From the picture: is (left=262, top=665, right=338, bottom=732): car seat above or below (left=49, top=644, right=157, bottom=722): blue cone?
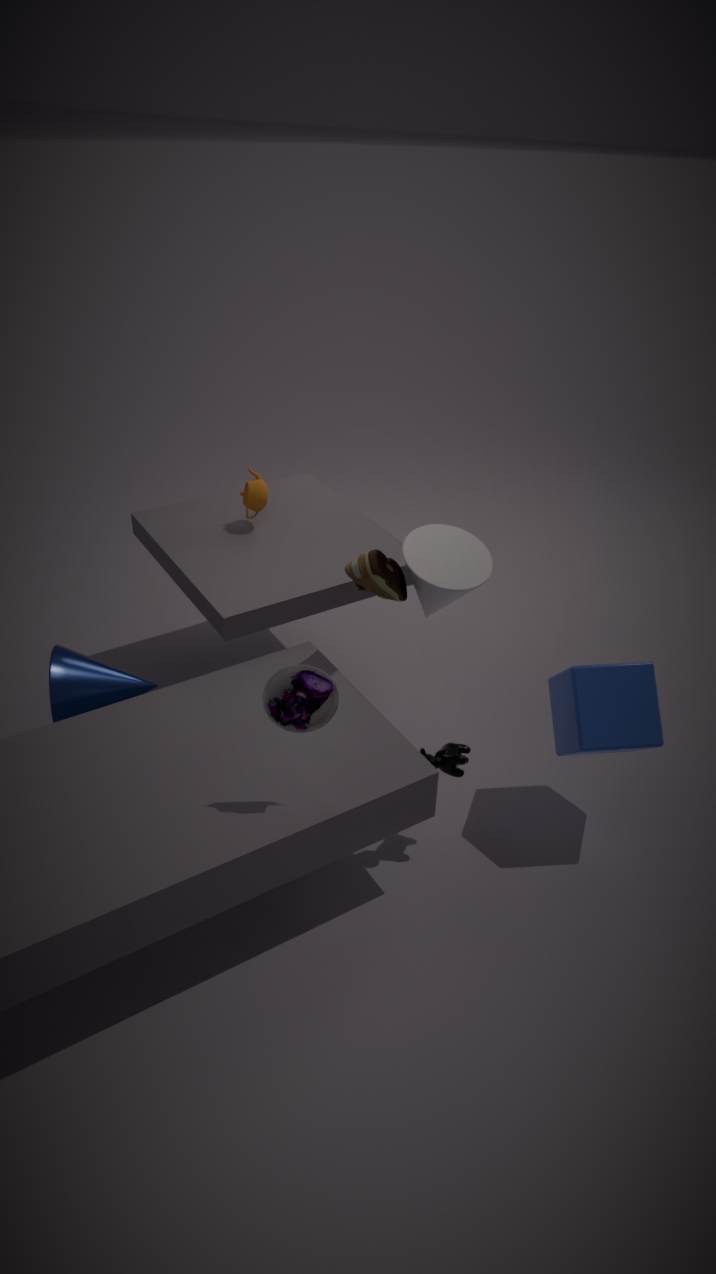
above
